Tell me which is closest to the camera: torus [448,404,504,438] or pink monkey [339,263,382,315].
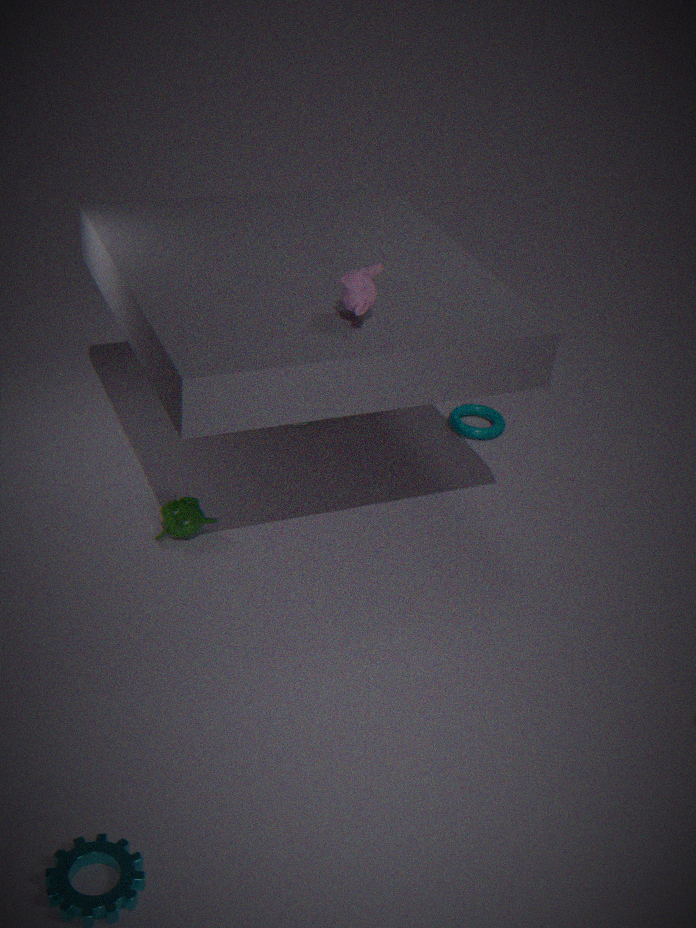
pink monkey [339,263,382,315]
